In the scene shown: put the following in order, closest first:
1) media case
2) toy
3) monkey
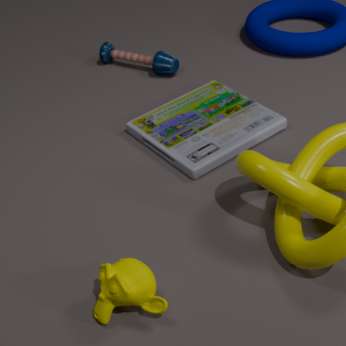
3. monkey
1. media case
2. toy
